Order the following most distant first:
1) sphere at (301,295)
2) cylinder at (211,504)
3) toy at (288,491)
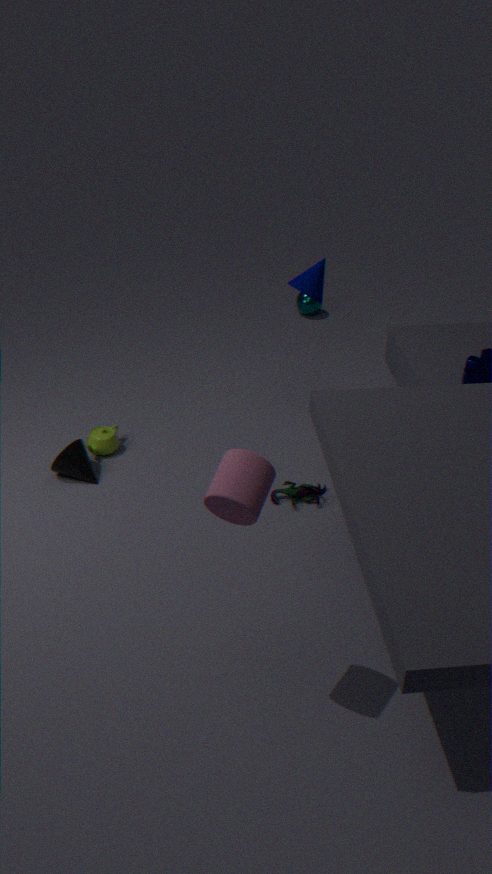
1. sphere at (301,295)
3. toy at (288,491)
2. cylinder at (211,504)
